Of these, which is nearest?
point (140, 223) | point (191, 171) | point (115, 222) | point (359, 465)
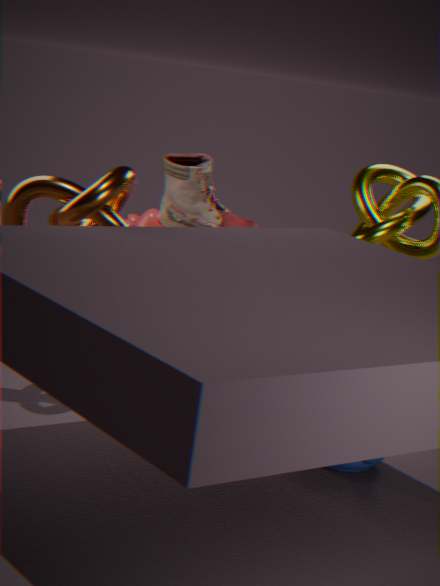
point (115, 222)
